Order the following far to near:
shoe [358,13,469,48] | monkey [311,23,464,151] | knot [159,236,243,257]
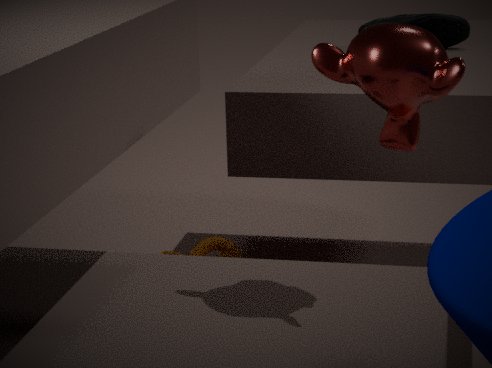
knot [159,236,243,257] → shoe [358,13,469,48] → monkey [311,23,464,151]
